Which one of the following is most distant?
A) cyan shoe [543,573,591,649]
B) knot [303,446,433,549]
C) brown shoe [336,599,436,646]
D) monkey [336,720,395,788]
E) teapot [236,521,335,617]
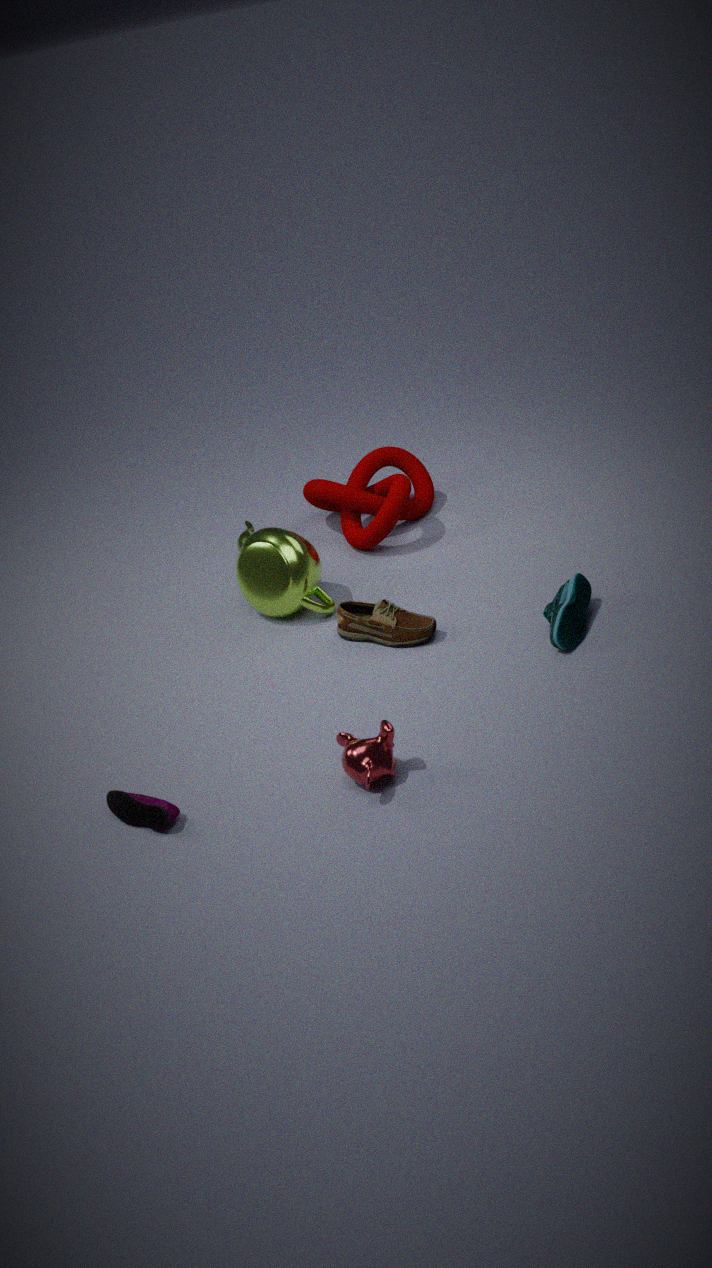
knot [303,446,433,549]
